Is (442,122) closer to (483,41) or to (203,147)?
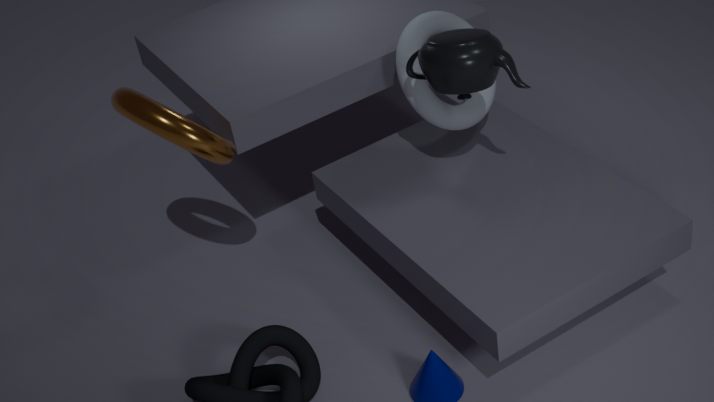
(483,41)
